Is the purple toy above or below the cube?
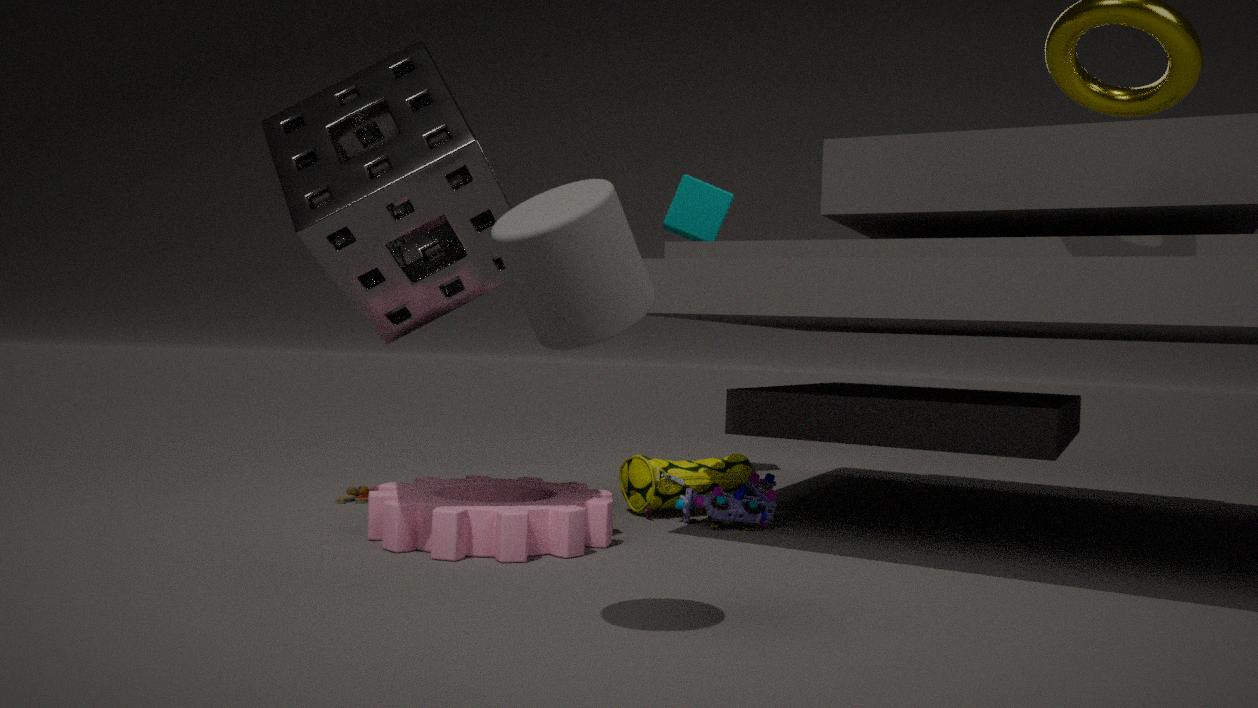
below
